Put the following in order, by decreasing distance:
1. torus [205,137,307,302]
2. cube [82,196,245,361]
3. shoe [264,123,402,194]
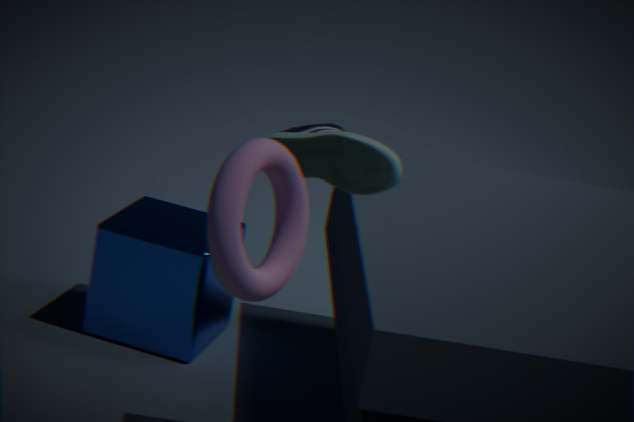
1. cube [82,196,245,361]
2. shoe [264,123,402,194]
3. torus [205,137,307,302]
